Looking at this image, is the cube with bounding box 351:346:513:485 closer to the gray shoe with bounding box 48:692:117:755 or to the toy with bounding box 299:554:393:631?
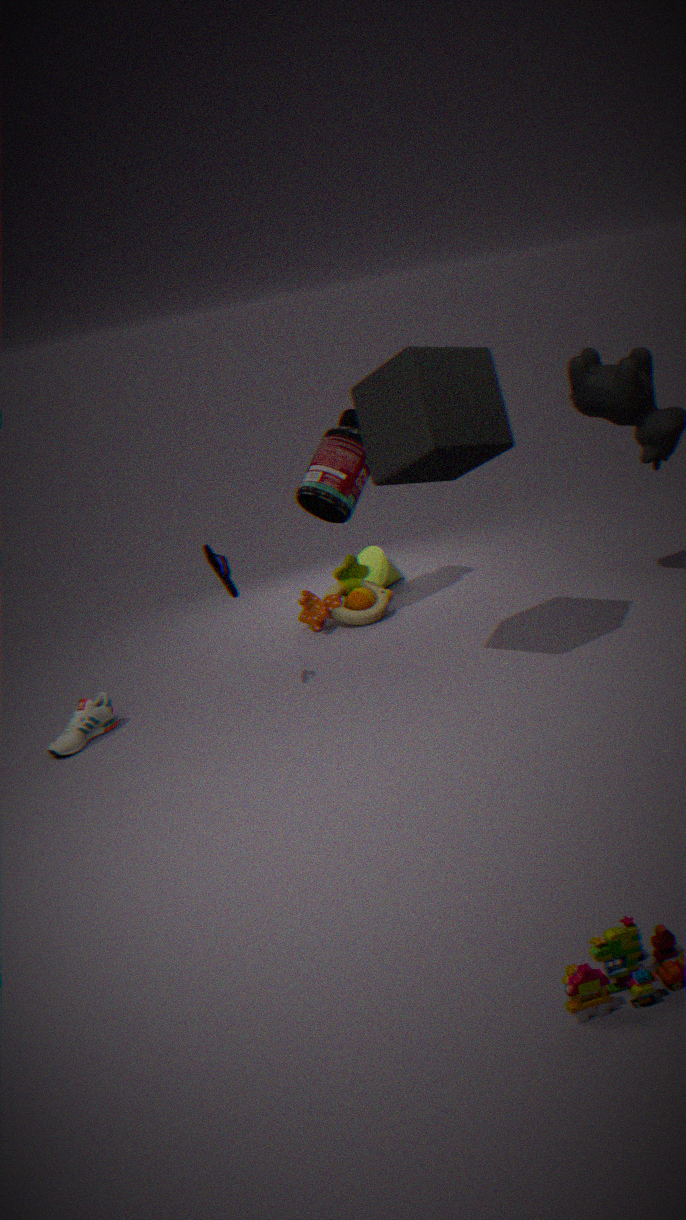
the toy with bounding box 299:554:393:631
